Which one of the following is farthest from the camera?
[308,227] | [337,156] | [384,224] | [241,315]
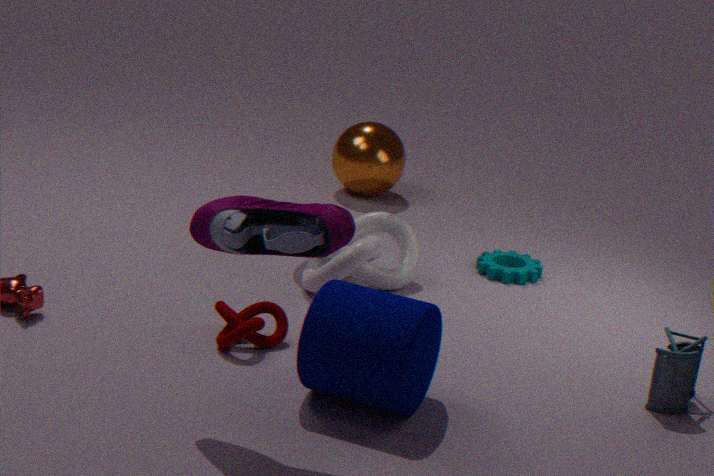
[337,156]
